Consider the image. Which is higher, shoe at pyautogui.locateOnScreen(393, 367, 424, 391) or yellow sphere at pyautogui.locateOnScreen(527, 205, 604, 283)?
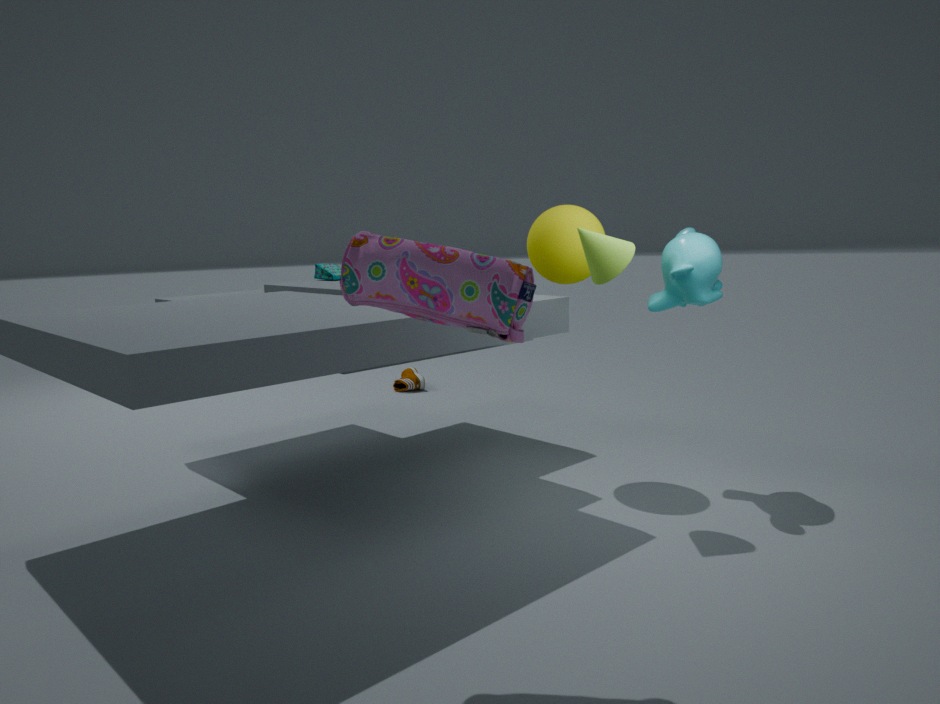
yellow sphere at pyautogui.locateOnScreen(527, 205, 604, 283)
